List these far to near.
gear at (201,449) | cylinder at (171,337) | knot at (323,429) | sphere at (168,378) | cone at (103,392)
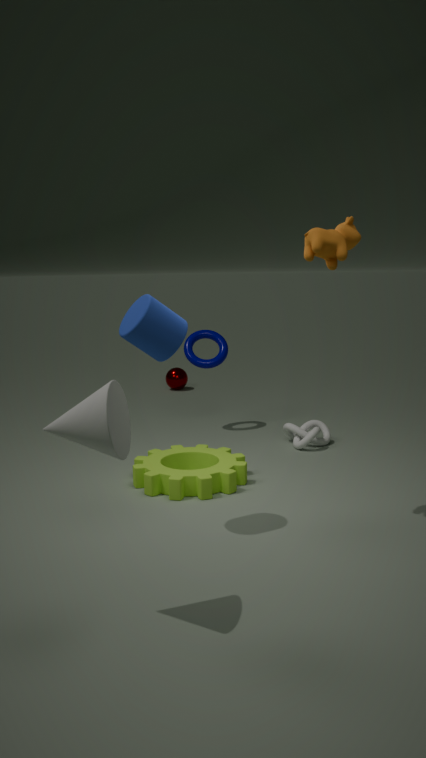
sphere at (168,378) → knot at (323,429) → gear at (201,449) → cylinder at (171,337) → cone at (103,392)
